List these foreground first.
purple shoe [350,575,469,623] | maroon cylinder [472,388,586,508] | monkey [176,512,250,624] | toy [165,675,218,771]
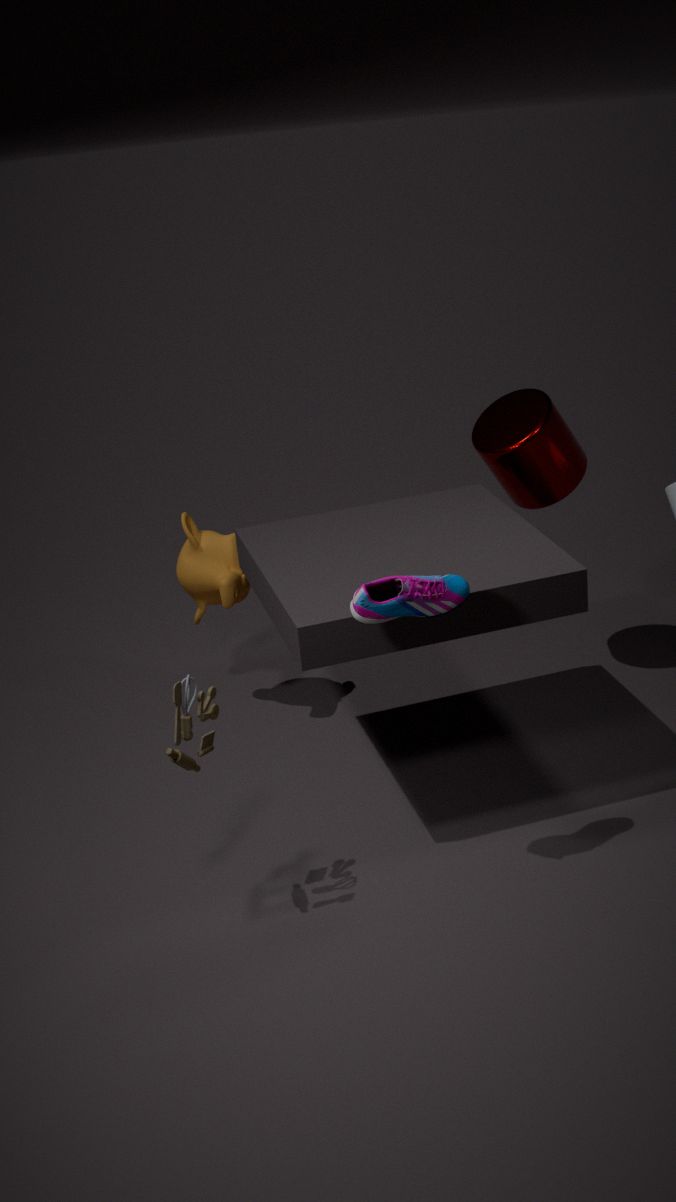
toy [165,675,218,771], purple shoe [350,575,469,623], maroon cylinder [472,388,586,508], monkey [176,512,250,624]
